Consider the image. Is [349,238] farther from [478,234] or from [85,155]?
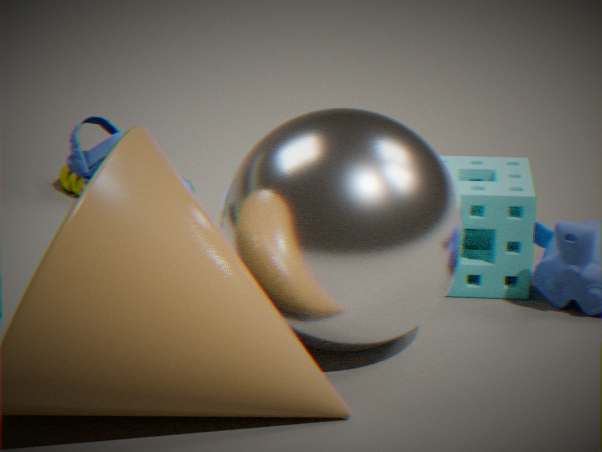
[85,155]
